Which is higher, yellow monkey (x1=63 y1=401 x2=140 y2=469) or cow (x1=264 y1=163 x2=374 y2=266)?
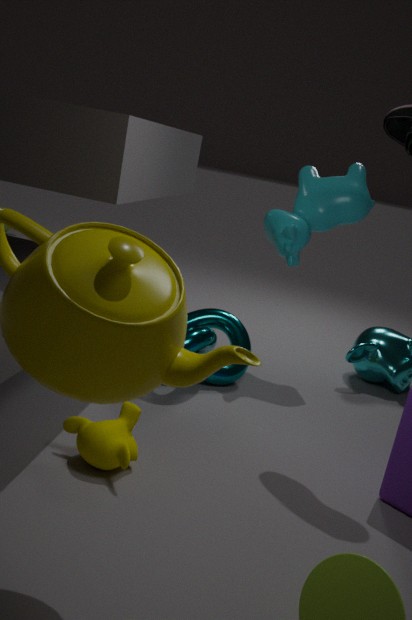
cow (x1=264 y1=163 x2=374 y2=266)
